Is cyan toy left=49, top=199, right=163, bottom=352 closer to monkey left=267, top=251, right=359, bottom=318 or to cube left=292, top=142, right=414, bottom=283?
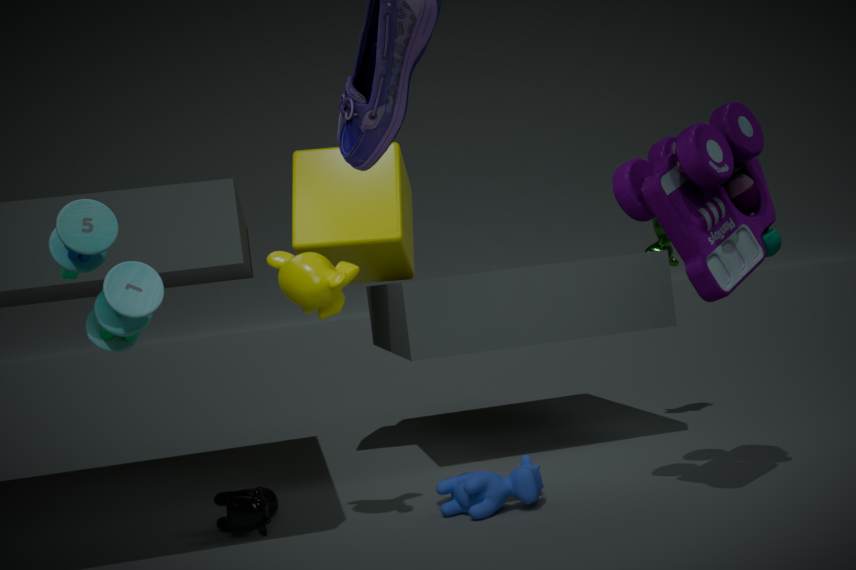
monkey left=267, top=251, right=359, bottom=318
